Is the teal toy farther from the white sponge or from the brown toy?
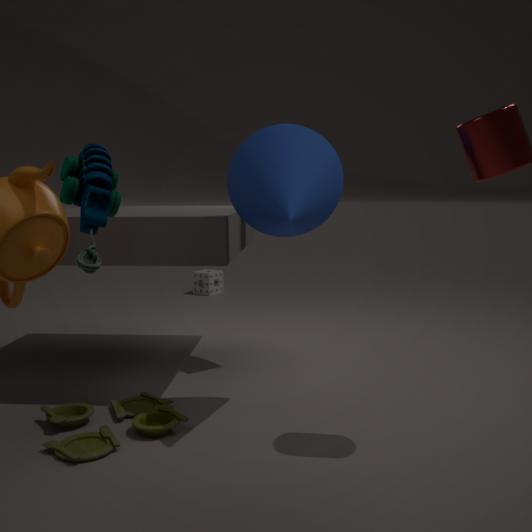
the white sponge
